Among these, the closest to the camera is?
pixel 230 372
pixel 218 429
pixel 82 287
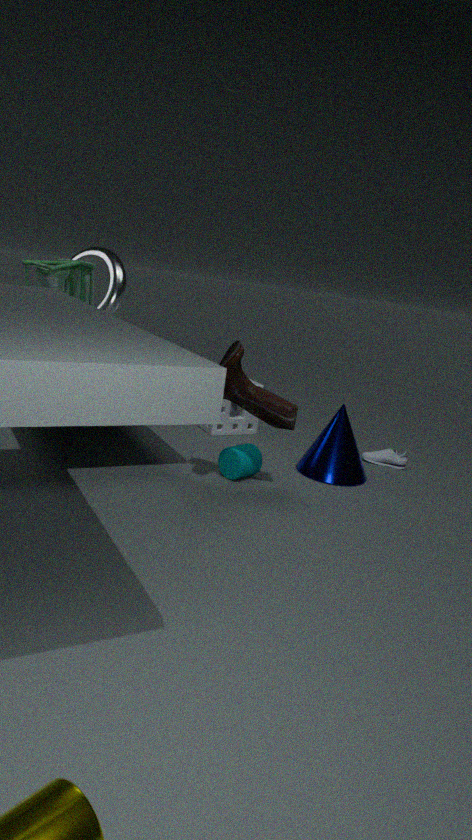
pixel 230 372
